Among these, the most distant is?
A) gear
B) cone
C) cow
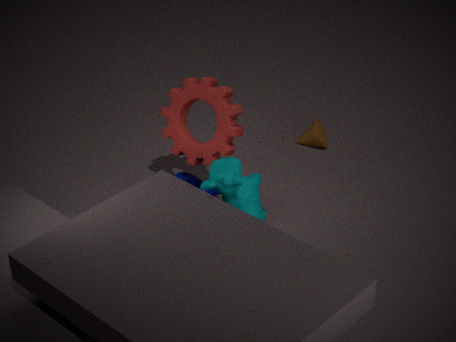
B. cone
